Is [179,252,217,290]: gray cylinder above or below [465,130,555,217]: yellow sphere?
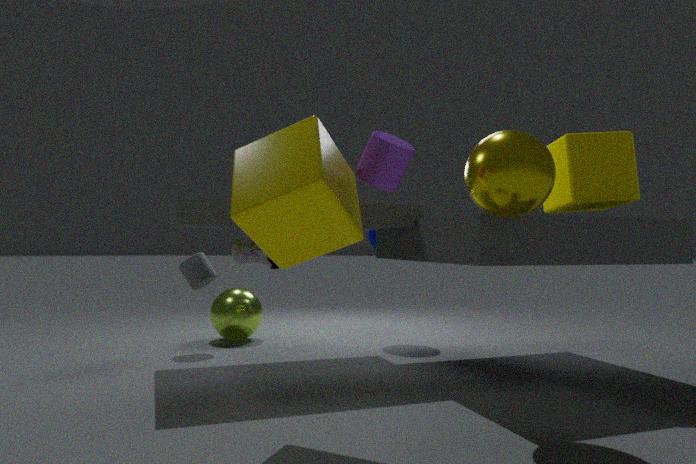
below
